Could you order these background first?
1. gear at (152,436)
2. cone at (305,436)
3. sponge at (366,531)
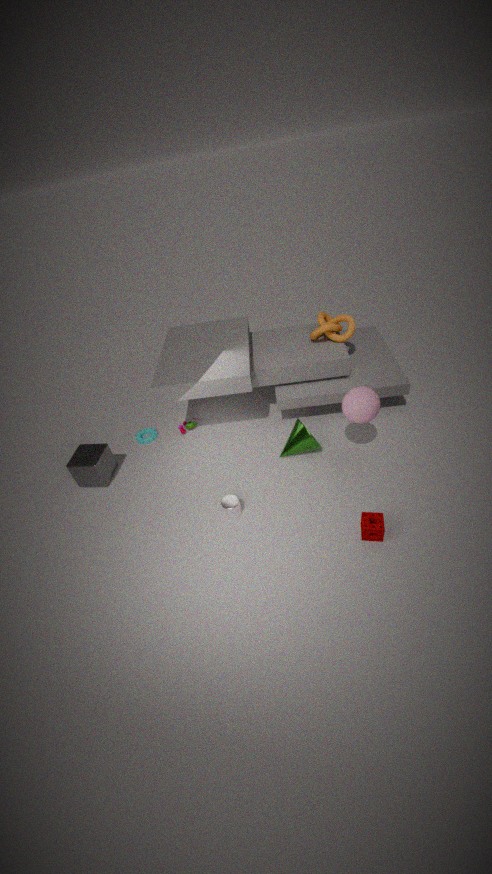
gear at (152,436) → cone at (305,436) → sponge at (366,531)
